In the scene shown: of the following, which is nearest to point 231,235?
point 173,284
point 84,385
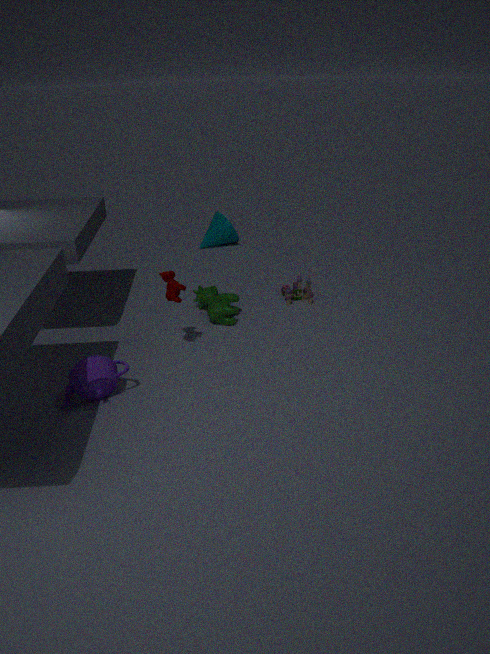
point 173,284
